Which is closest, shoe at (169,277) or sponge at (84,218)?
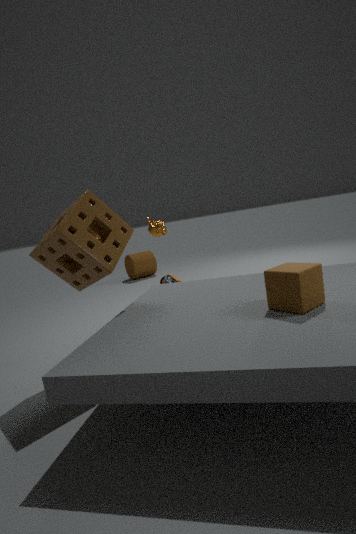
sponge at (84,218)
